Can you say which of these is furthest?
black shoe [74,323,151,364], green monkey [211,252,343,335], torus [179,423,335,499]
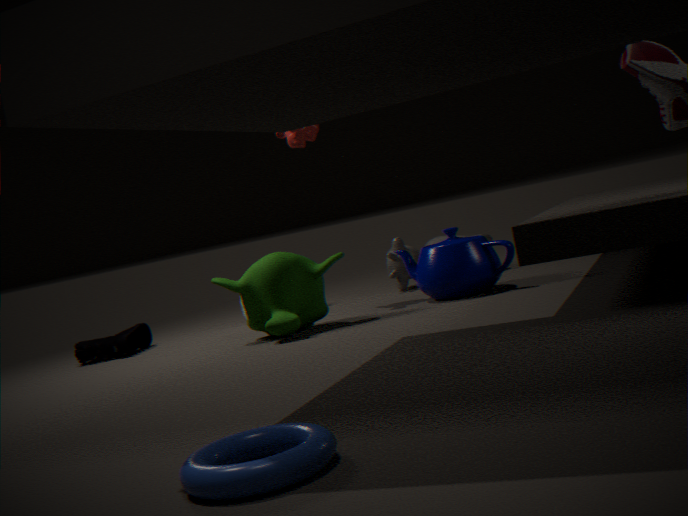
black shoe [74,323,151,364]
